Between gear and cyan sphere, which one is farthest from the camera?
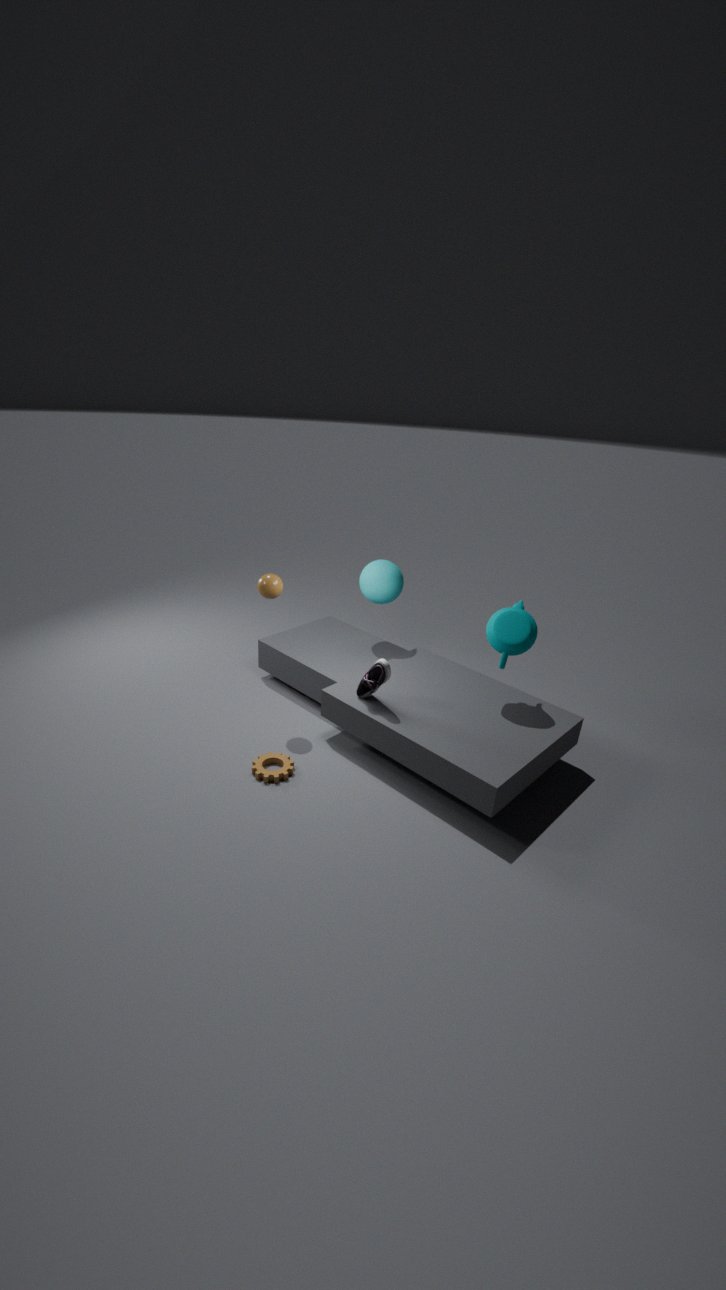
cyan sphere
